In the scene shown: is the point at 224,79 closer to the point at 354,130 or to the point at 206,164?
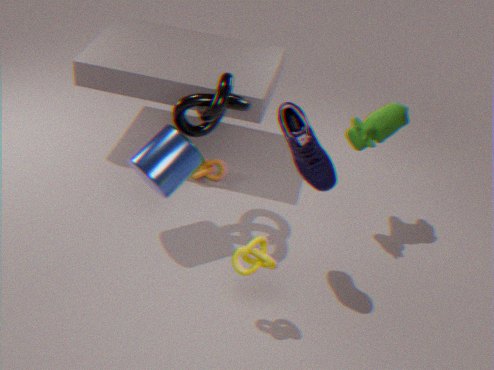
the point at 206,164
